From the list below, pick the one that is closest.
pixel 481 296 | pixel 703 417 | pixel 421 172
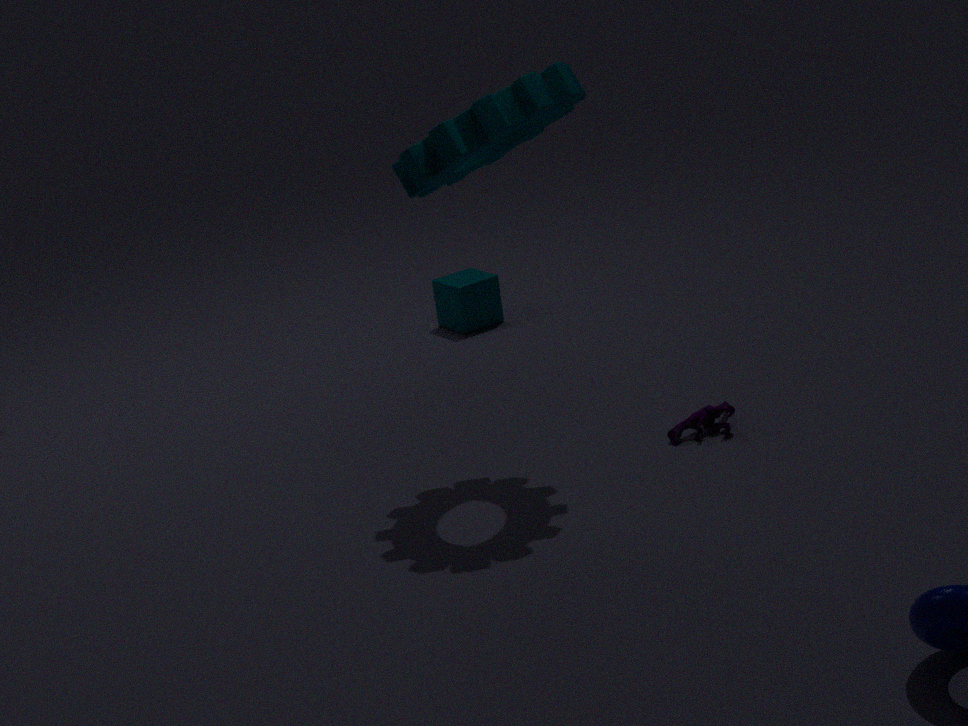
pixel 421 172
